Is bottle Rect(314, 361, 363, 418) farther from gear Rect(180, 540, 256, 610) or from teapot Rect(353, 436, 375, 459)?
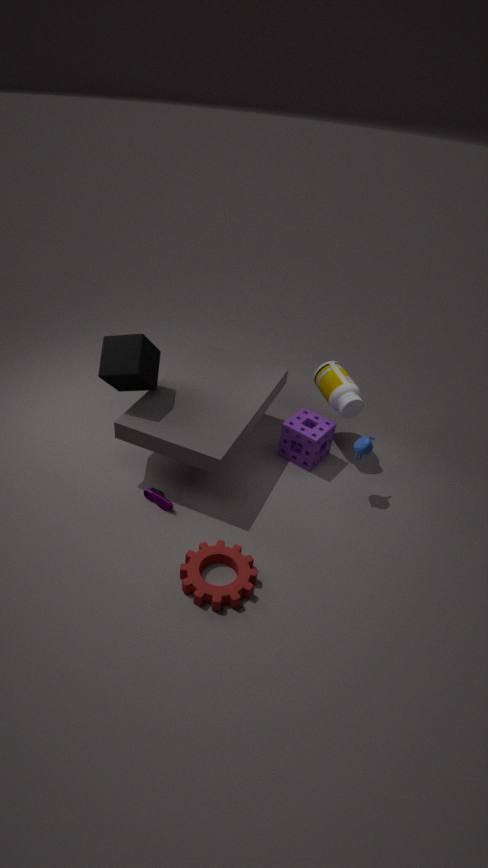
gear Rect(180, 540, 256, 610)
